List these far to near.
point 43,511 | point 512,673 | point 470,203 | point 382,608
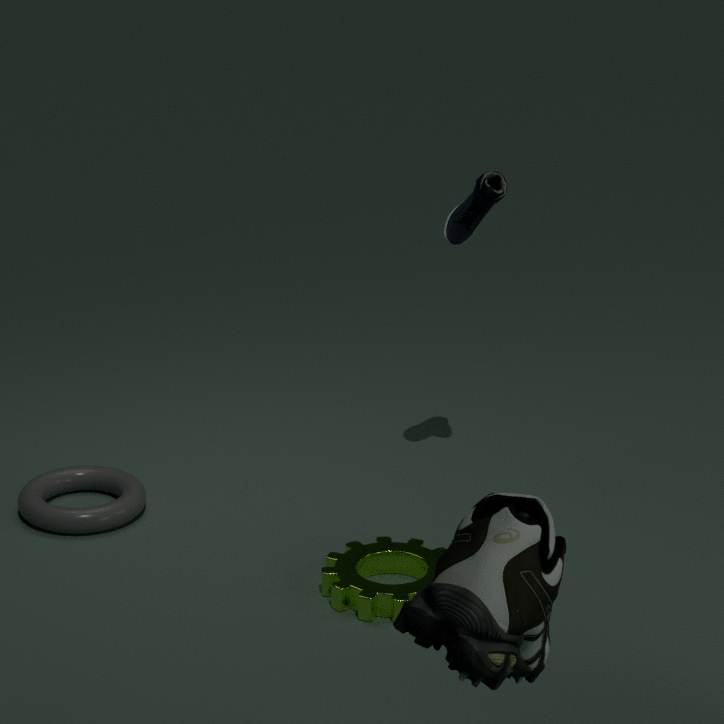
point 470,203
point 43,511
point 382,608
point 512,673
